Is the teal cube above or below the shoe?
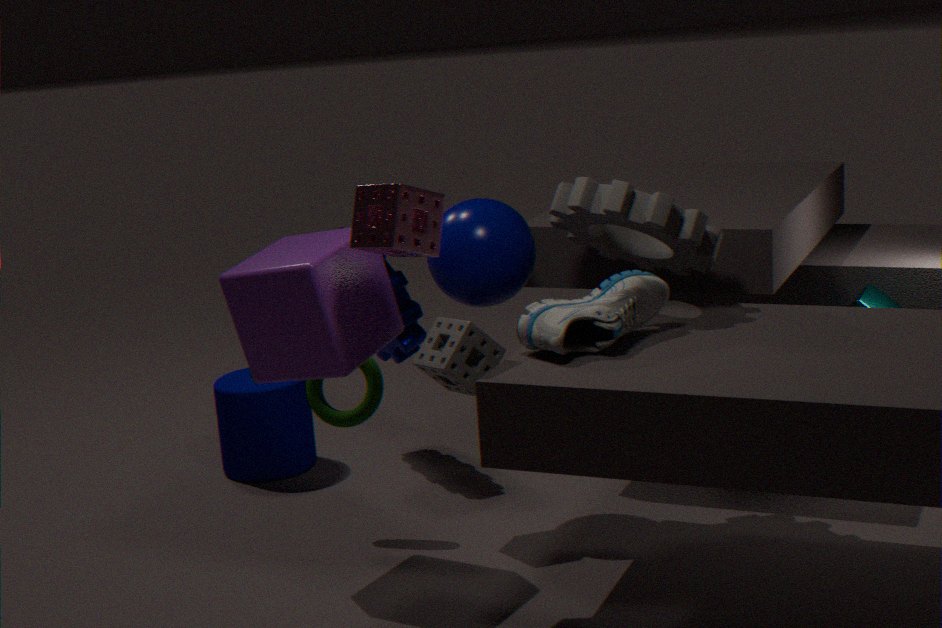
below
